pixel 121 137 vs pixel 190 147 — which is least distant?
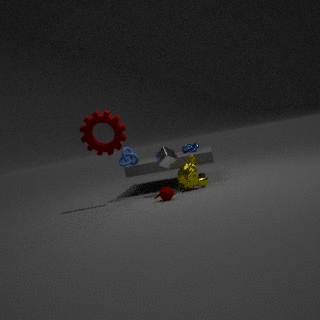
pixel 121 137
